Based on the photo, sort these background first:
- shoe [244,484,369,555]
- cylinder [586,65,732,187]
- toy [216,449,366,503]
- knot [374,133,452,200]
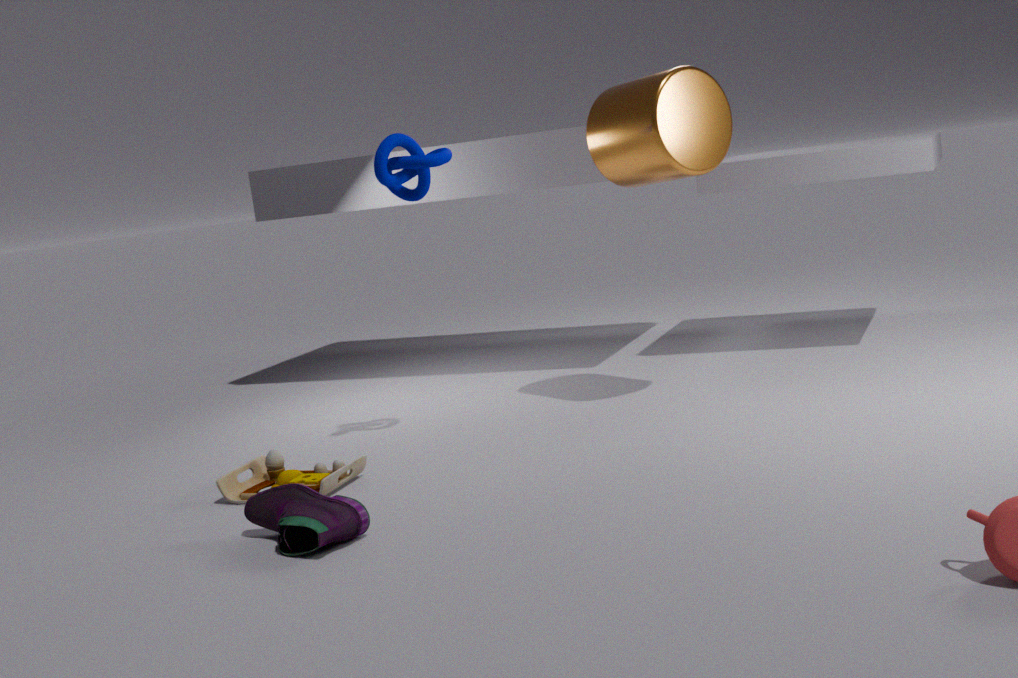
cylinder [586,65,732,187], knot [374,133,452,200], toy [216,449,366,503], shoe [244,484,369,555]
